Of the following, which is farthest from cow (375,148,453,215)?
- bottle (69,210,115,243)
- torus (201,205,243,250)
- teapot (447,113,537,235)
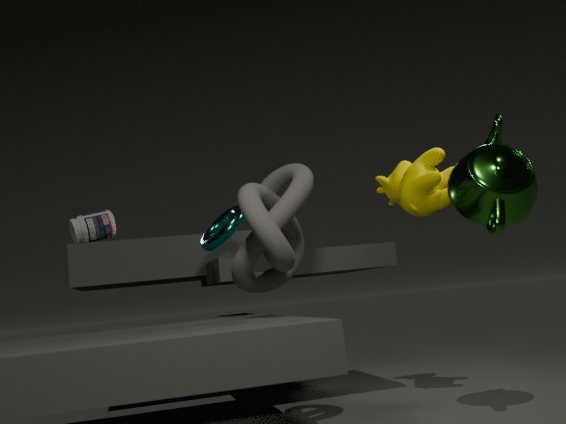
bottle (69,210,115,243)
